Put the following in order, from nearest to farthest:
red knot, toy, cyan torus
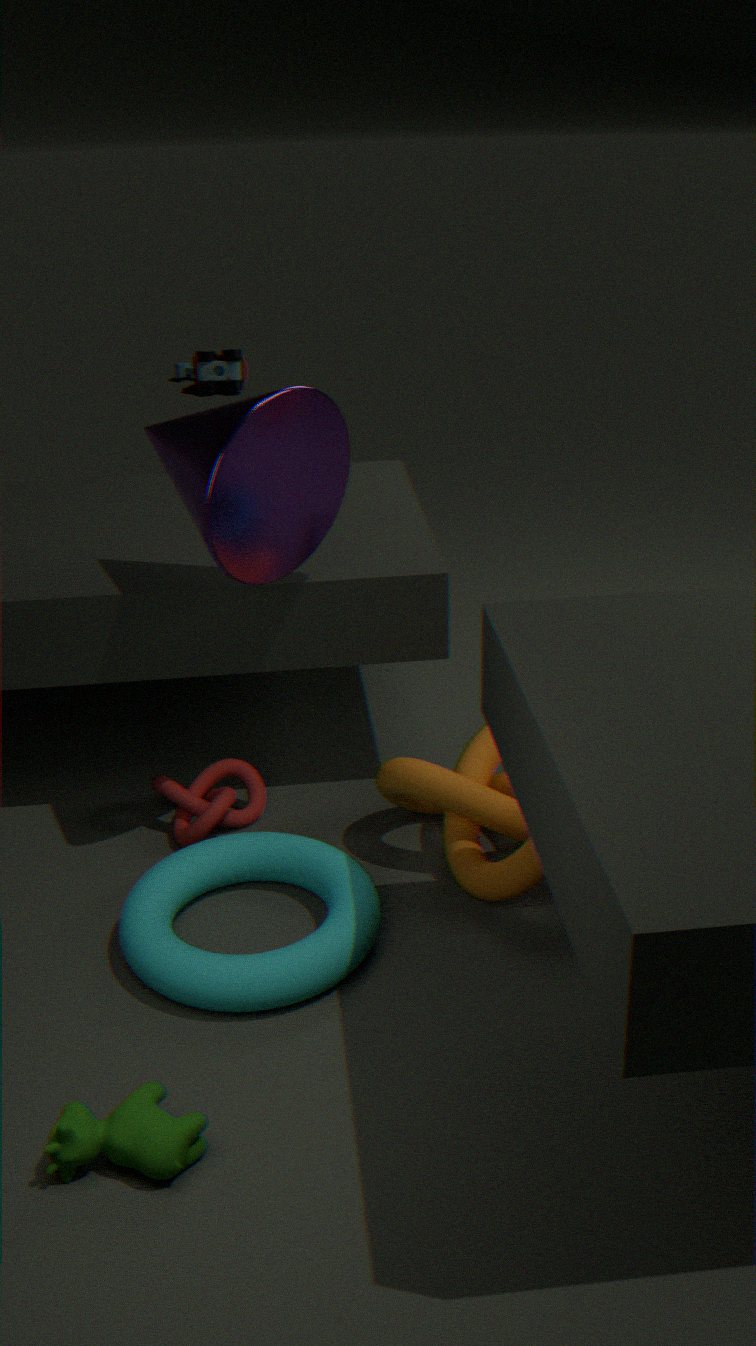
cyan torus < red knot < toy
